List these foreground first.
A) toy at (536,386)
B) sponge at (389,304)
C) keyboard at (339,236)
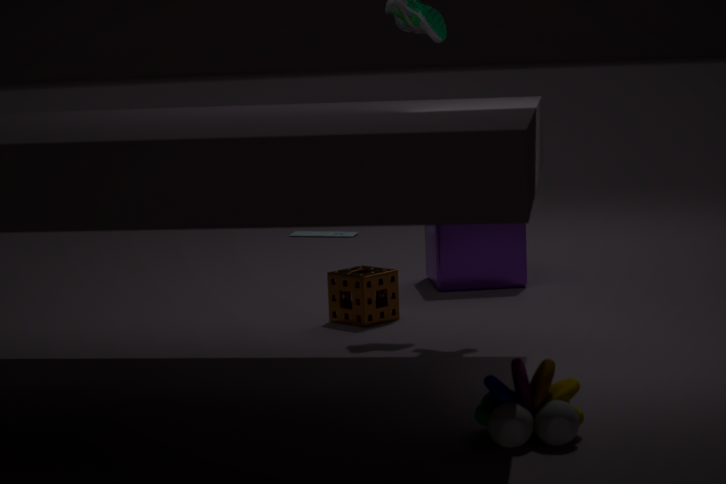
toy at (536,386)
sponge at (389,304)
keyboard at (339,236)
